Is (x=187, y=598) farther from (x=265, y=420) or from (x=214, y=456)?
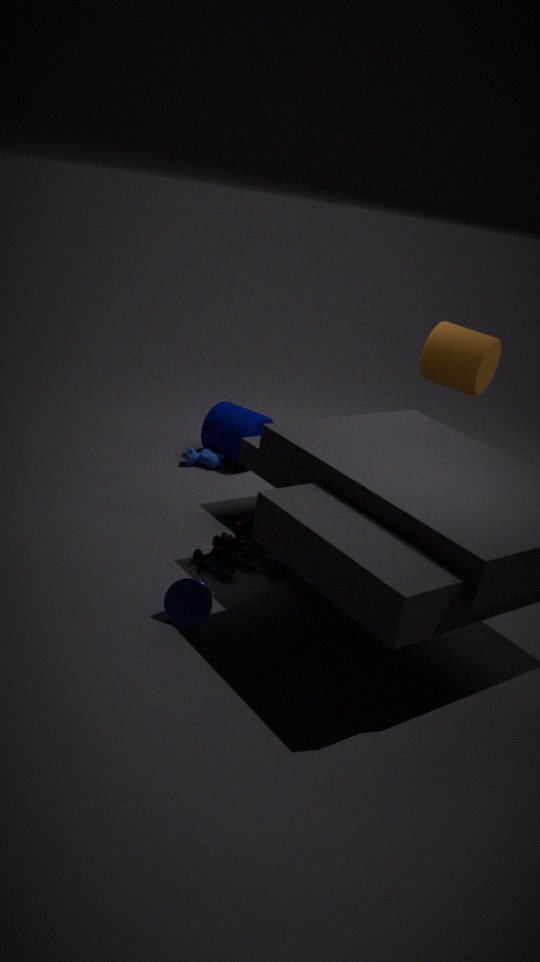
(x=265, y=420)
